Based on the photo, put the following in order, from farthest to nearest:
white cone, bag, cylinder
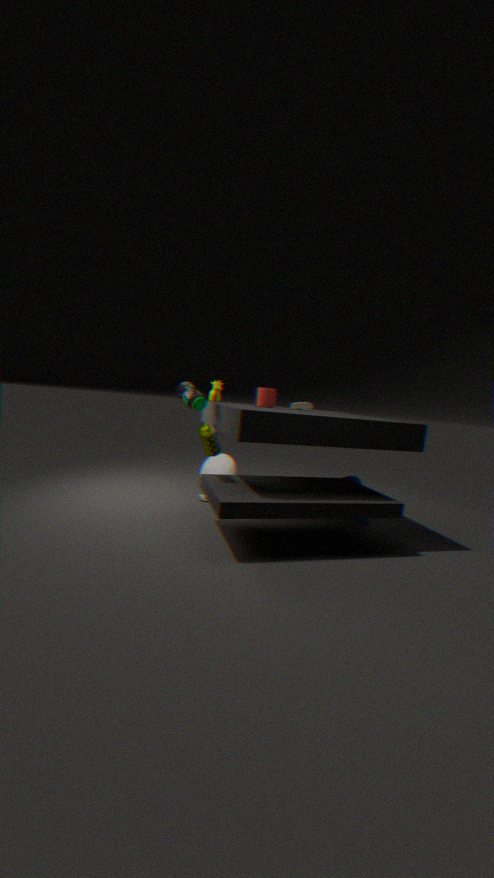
white cone
cylinder
bag
